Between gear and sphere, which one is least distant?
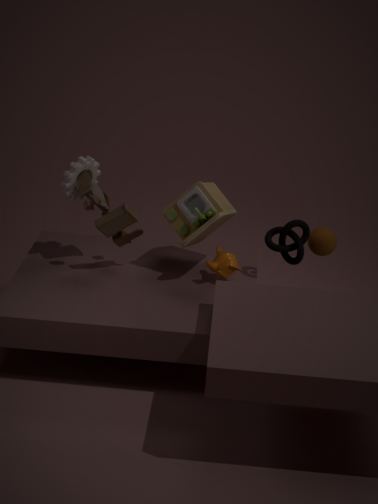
gear
